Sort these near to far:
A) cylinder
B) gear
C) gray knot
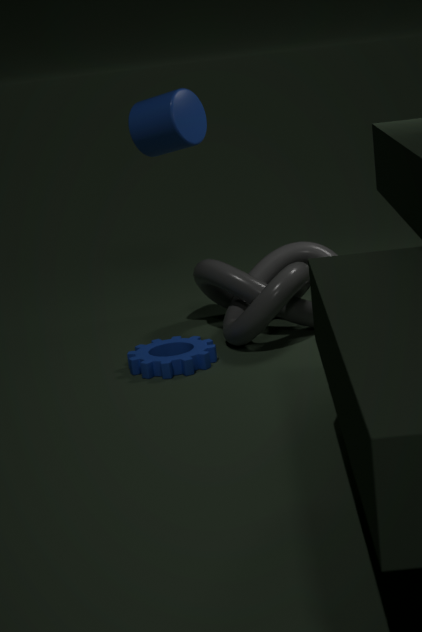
1. B. gear
2. A. cylinder
3. C. gray knot
